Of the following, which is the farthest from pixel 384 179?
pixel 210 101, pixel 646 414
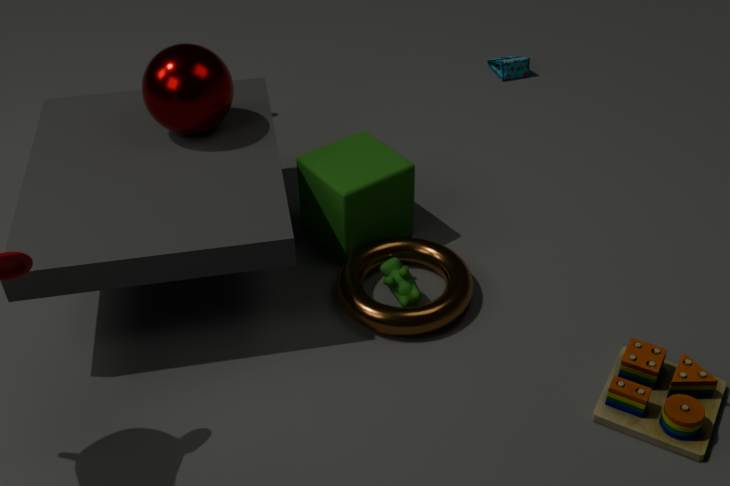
pixel 646 414
